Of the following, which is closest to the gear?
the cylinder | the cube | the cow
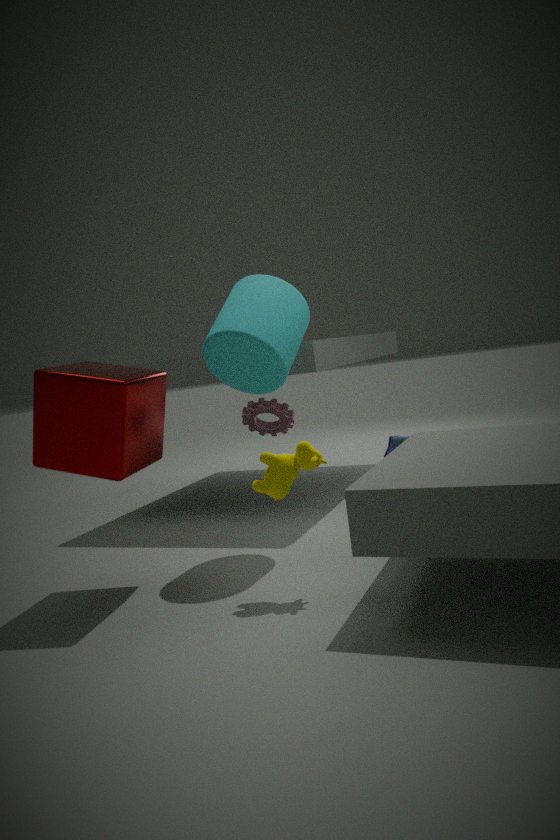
the cylinder
